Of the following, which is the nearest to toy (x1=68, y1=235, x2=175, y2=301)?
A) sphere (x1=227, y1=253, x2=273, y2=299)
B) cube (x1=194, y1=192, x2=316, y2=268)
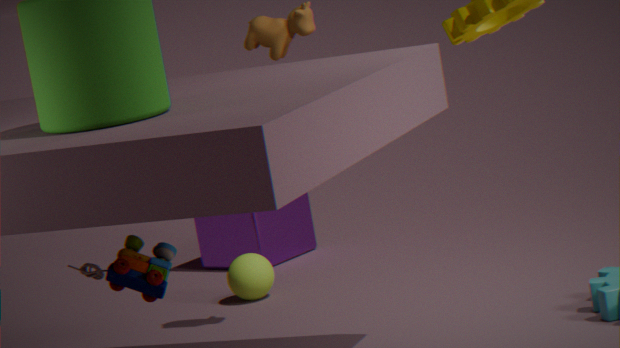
sphere (x1=227, y1=253, x2=273, y2=299)
